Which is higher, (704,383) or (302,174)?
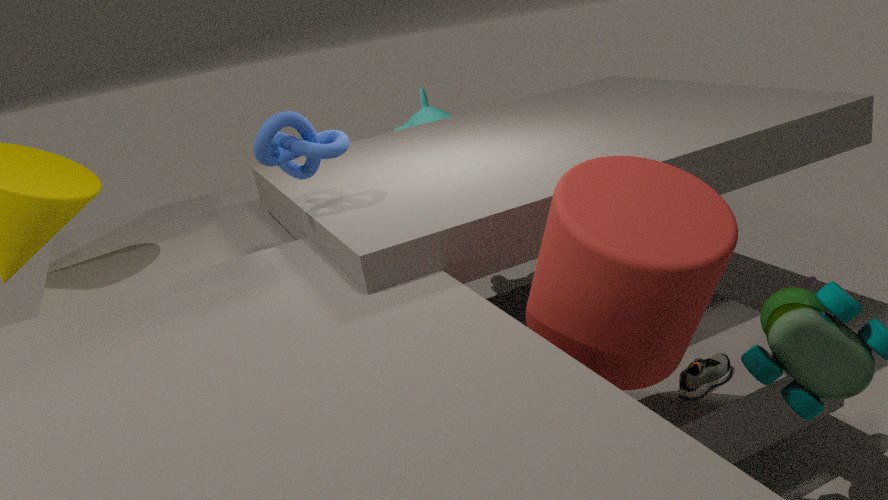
(302,174)
